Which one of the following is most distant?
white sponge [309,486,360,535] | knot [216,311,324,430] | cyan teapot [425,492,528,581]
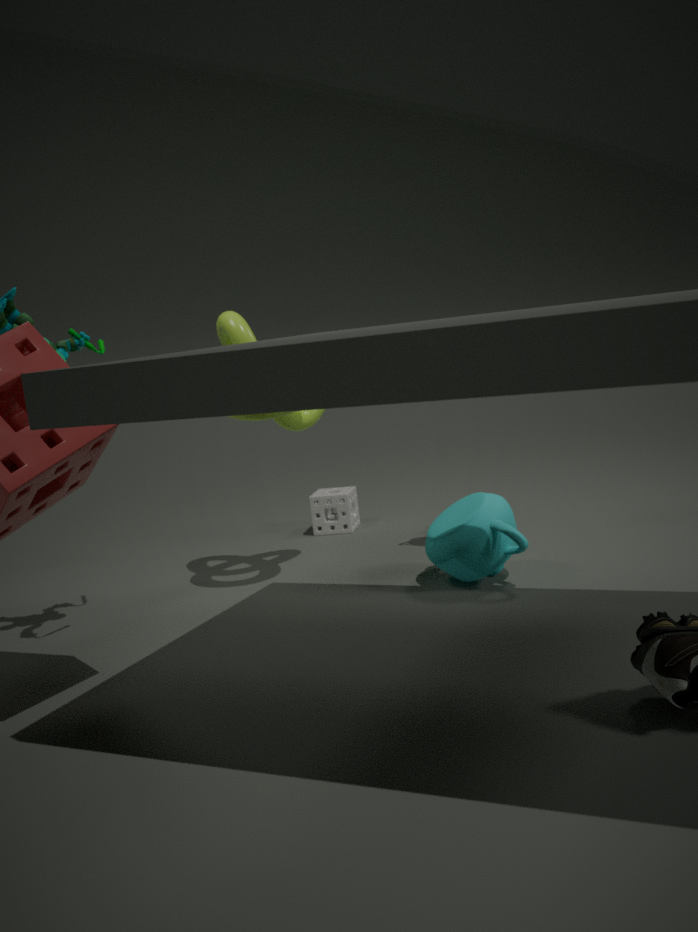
white sponge [309,486,360,535]
